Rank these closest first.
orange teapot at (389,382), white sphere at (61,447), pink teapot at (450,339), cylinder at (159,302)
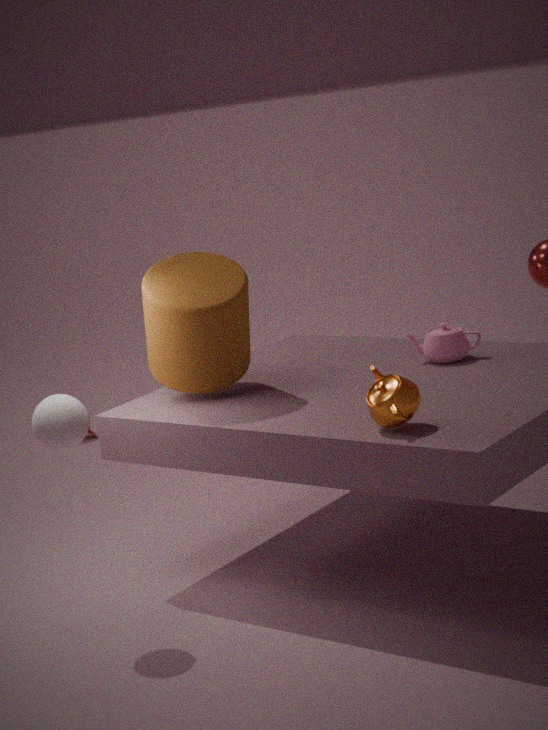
orange teapot at (389,382)
white sphere at (61,447)
cylinder at (159,302)
pink teapot at (450,339)
